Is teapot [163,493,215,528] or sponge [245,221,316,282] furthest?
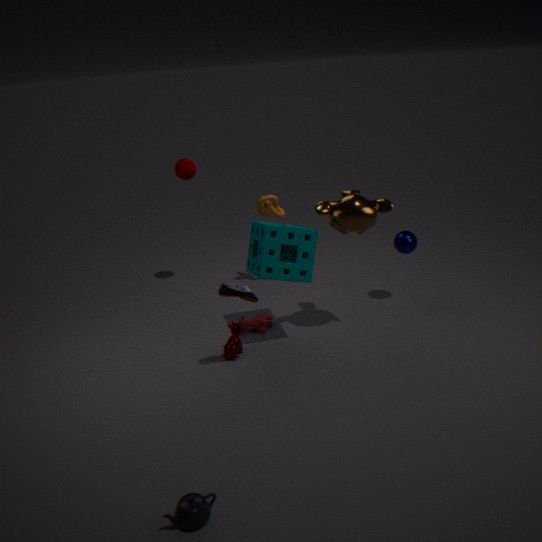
sponge [245,221,316,282]
